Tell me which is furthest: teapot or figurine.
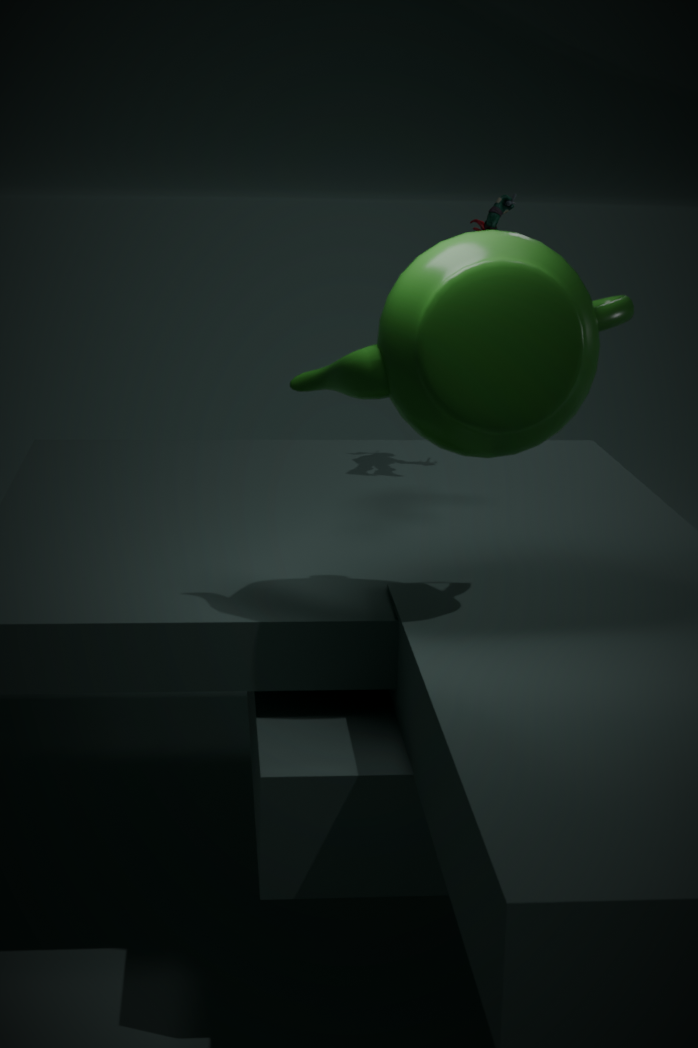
figurine
